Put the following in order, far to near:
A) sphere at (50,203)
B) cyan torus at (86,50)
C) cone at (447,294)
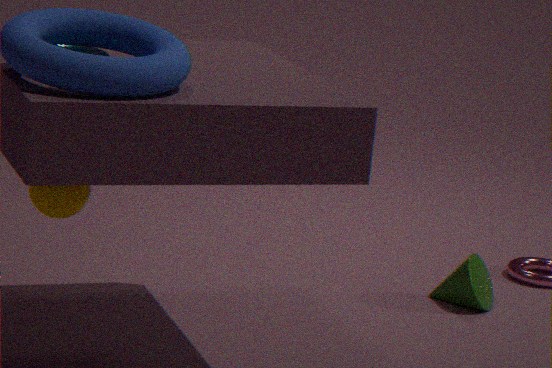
cone at (447,294)
cyan torus at (86,50)
sphere at (50,203)
